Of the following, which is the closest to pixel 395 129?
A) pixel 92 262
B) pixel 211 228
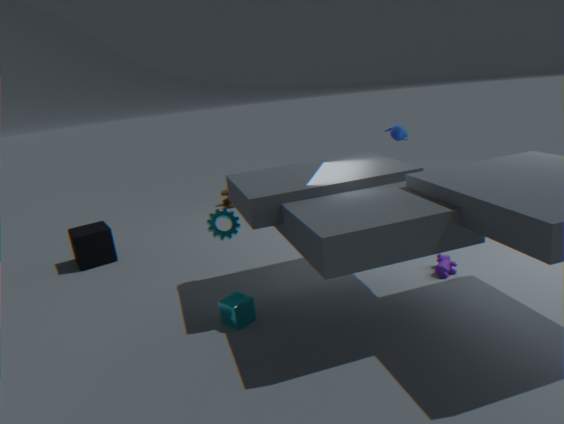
pixel 211 228
